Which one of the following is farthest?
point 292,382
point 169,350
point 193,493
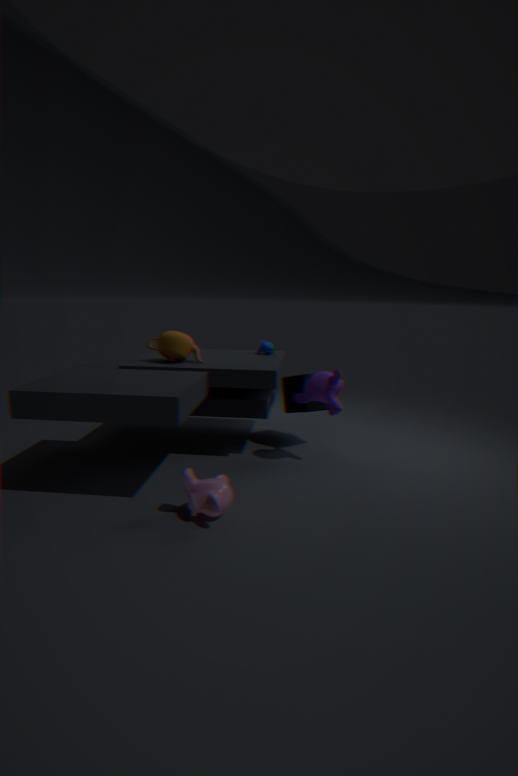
point 292,382
